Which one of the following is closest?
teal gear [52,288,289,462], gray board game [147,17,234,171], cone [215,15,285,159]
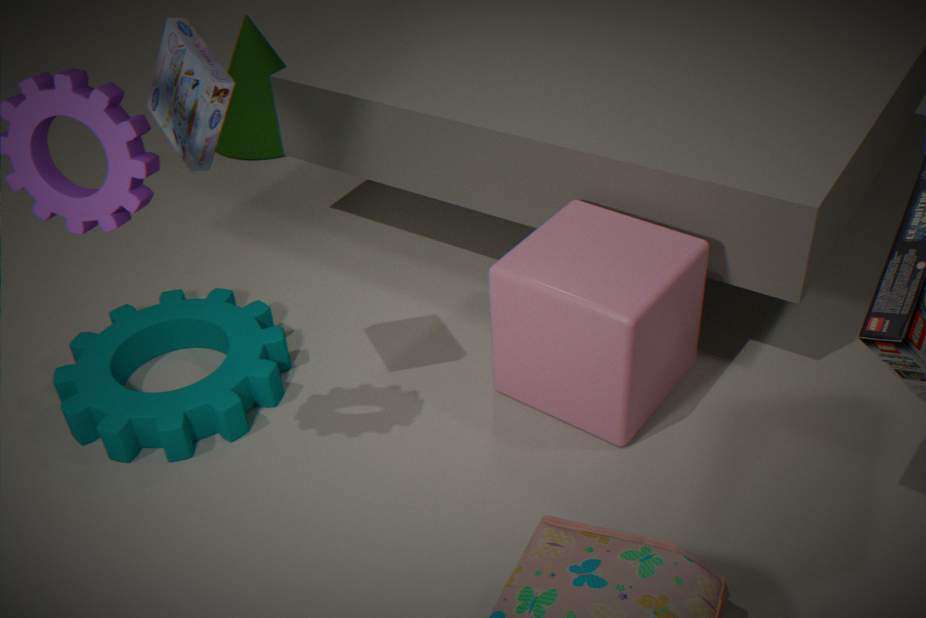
gray board game [147,17,234,171]
